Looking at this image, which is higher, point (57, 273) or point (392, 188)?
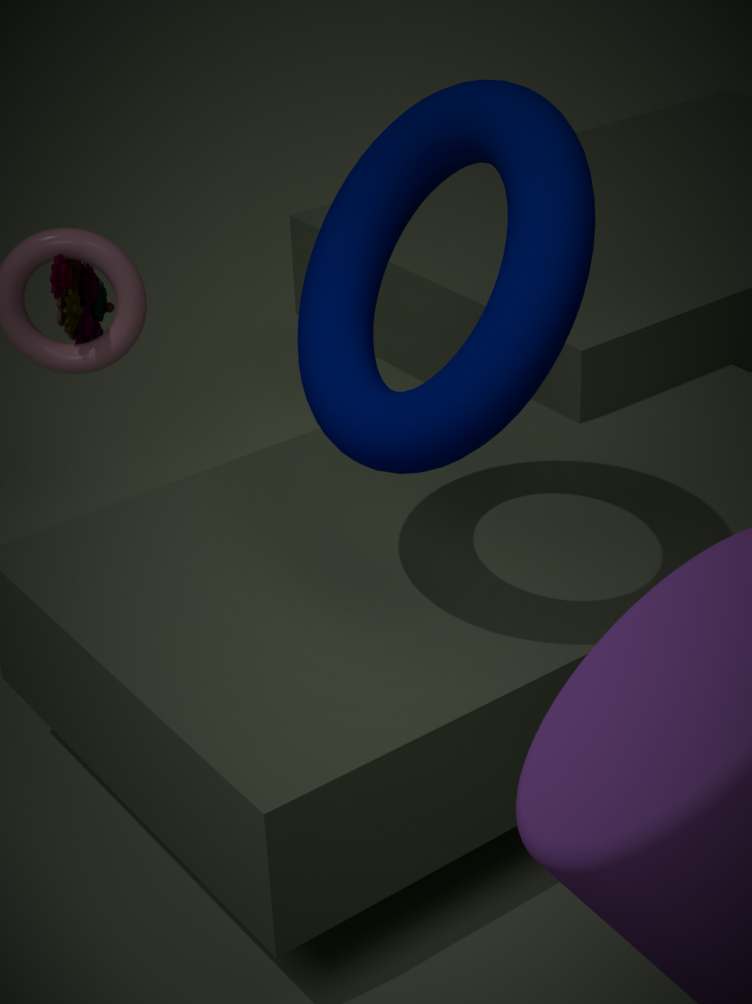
point (392, 188)
